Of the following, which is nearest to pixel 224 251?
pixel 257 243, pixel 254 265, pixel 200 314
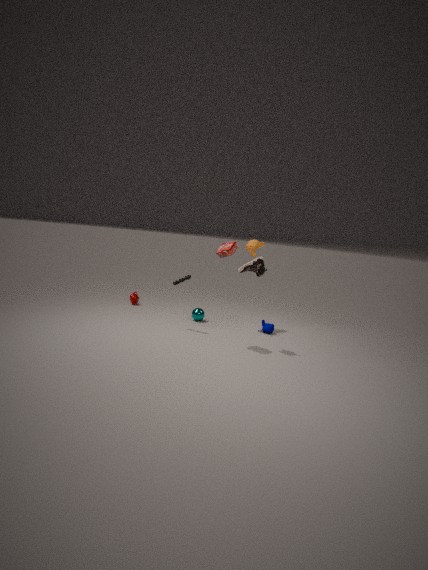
pixel 257 243
